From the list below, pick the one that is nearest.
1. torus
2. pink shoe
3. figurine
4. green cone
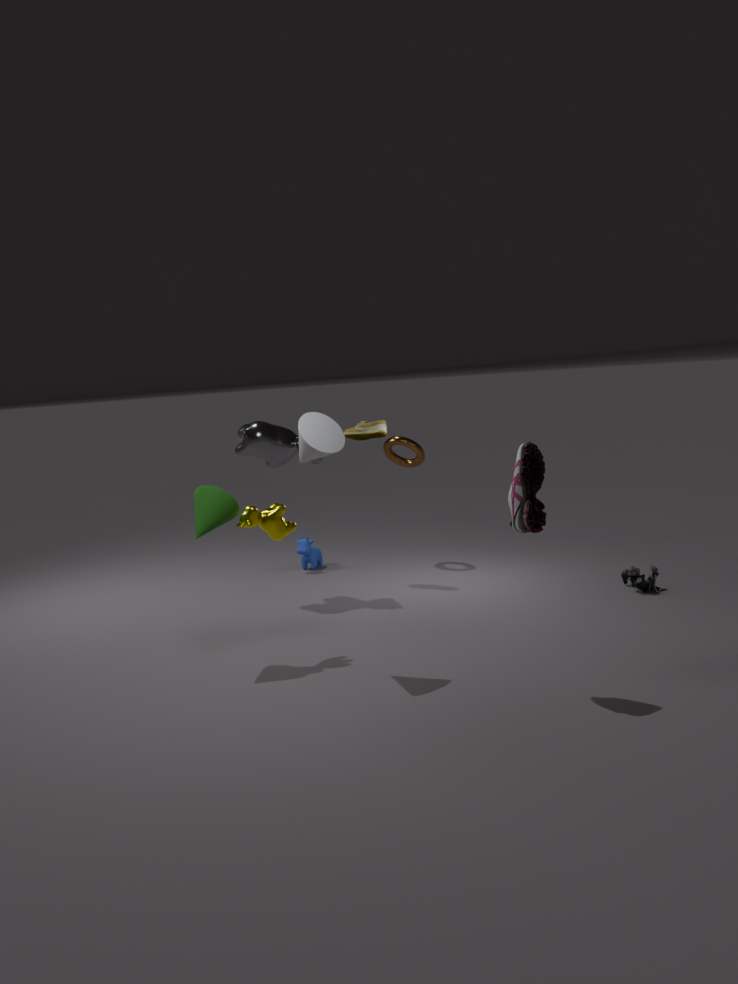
pink shoe
